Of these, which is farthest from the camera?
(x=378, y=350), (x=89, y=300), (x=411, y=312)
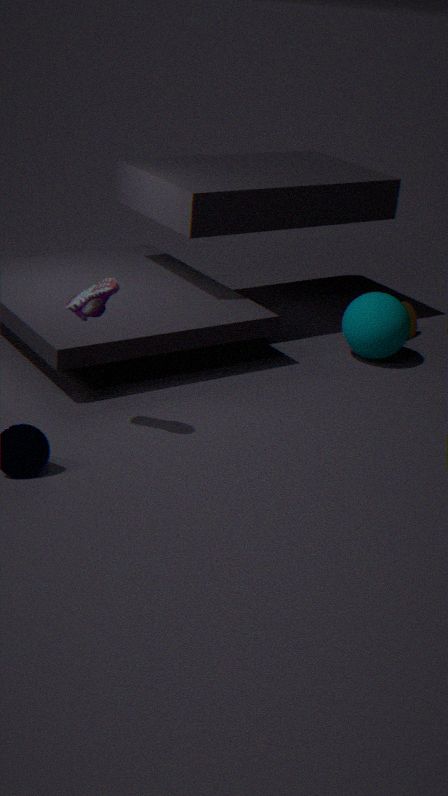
(x=411, y=312)
